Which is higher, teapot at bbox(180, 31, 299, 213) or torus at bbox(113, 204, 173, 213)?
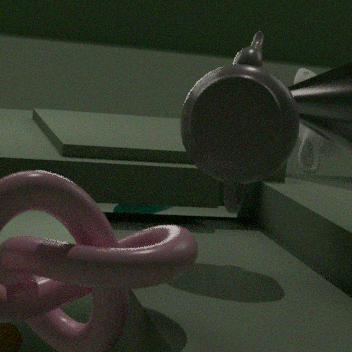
teapot at bbox(180, 31, 299, 213)
